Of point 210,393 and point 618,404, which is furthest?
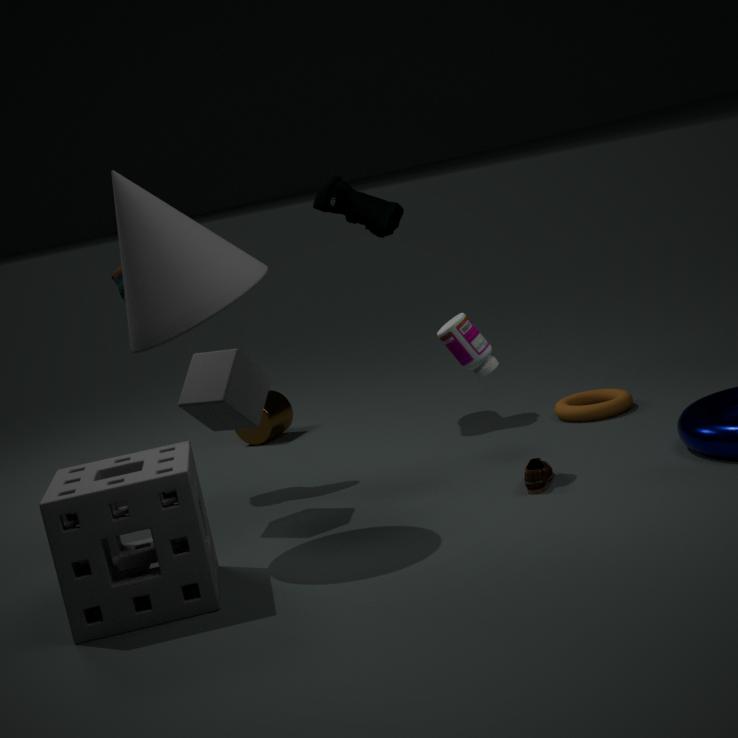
point 618,404
